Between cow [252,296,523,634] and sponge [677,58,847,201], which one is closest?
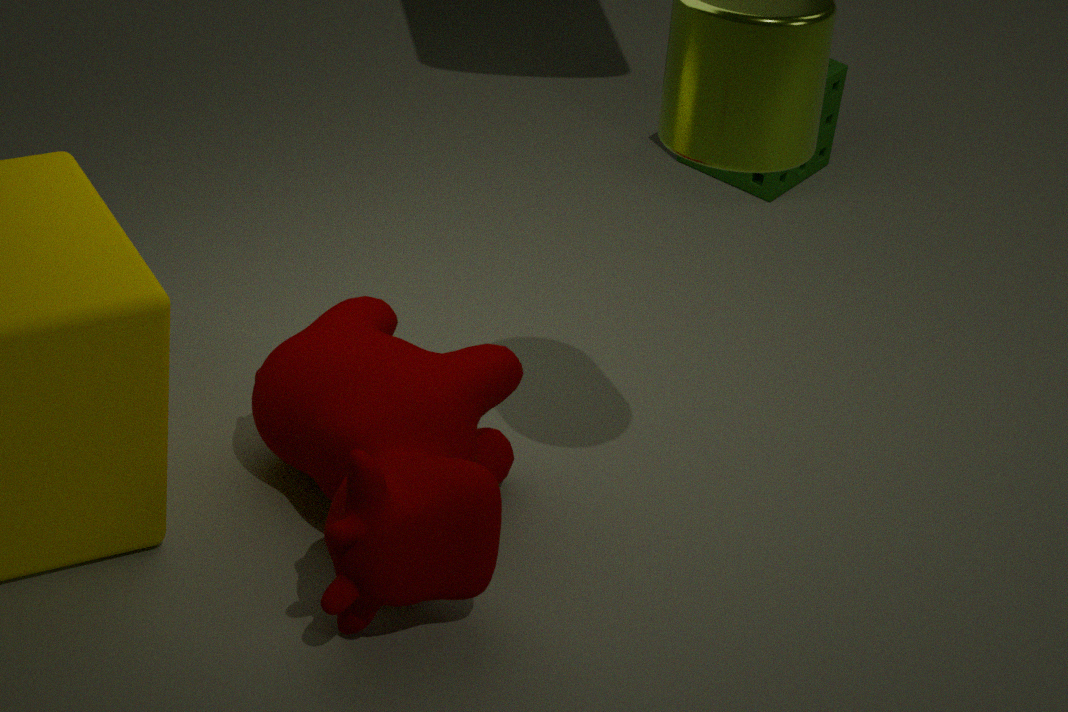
cow [252,296,523,634]
